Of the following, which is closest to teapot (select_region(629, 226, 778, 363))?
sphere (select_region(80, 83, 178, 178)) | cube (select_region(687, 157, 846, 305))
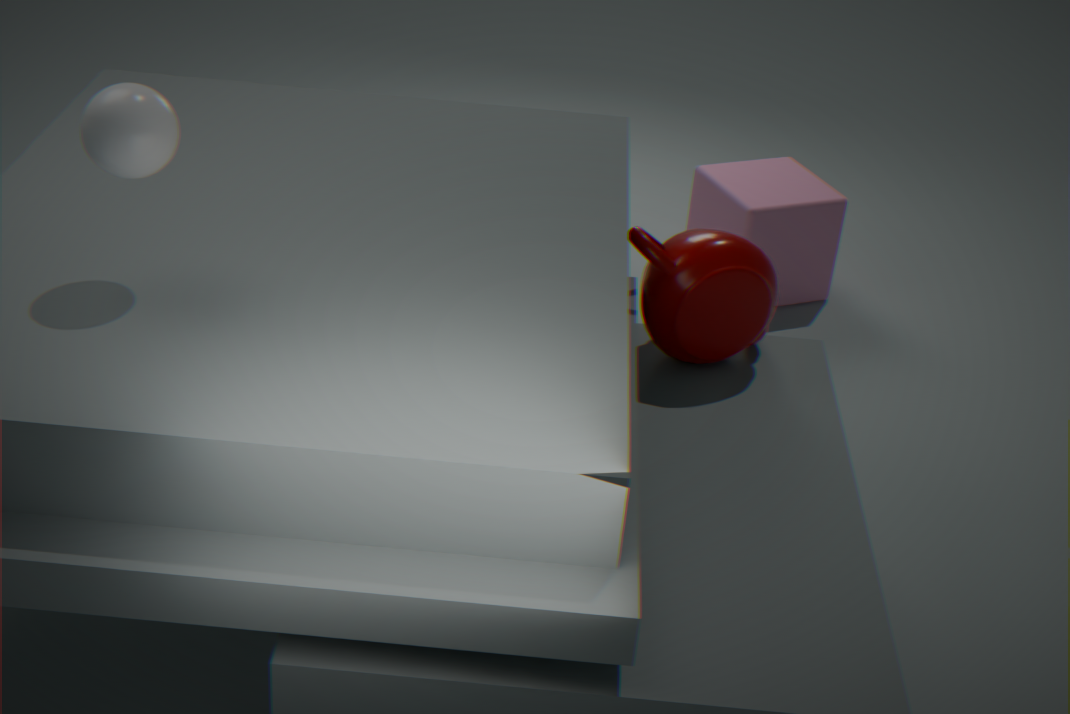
cube (select_region(687, 157, 846, 305))
